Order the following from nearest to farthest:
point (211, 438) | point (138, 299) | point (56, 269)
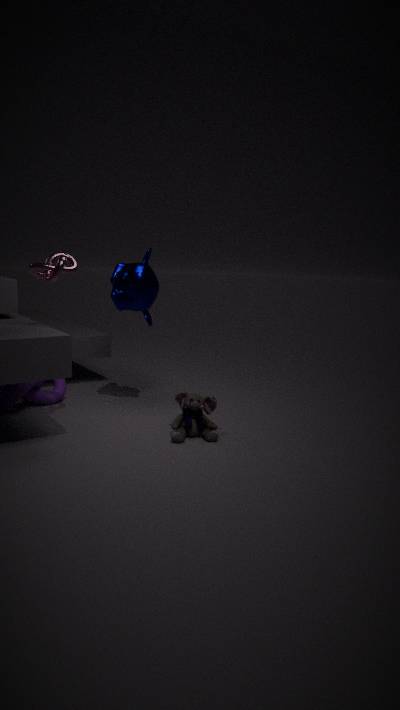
point (56, 269) → point (211, 438) → point (138, 299)
